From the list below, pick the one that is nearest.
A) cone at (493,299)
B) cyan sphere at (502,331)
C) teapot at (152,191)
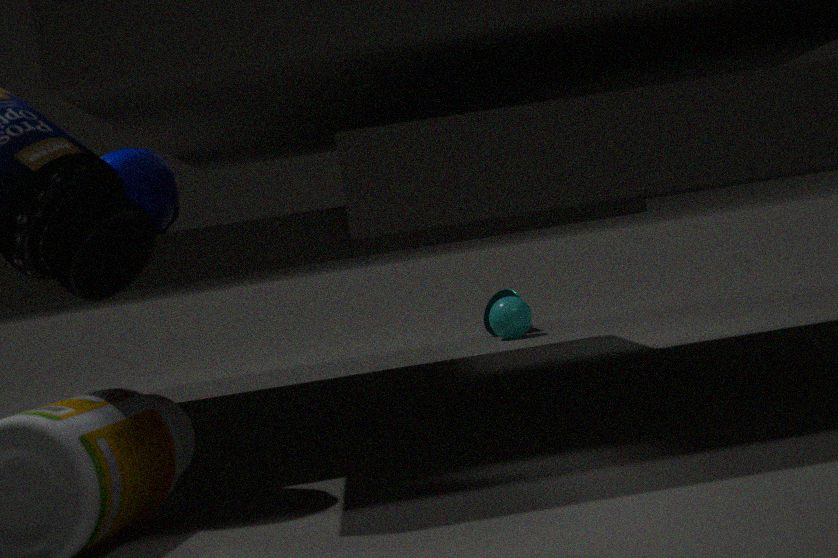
teapot at (152,191)
